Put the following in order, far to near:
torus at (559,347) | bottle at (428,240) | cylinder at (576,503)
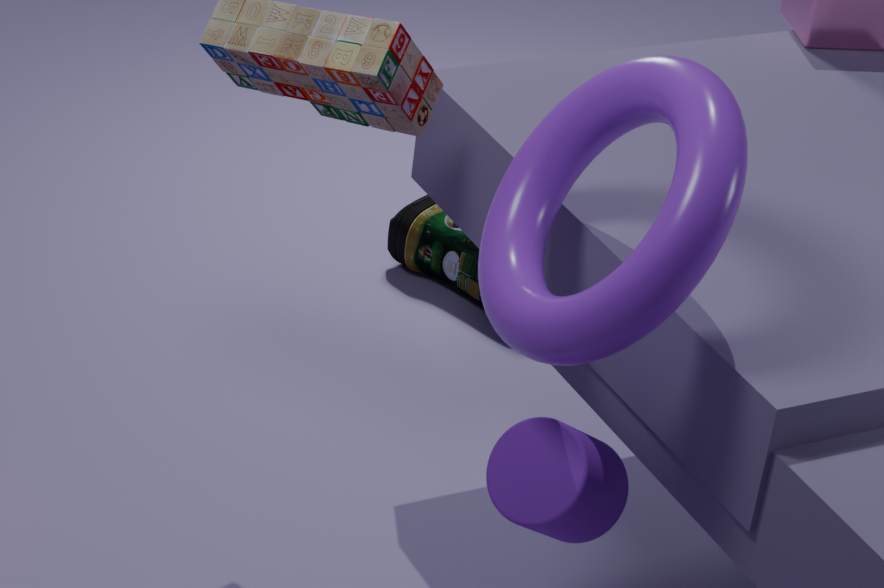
bottle at (428,240) → cylinder at (576,503) → torus at (559,347)
